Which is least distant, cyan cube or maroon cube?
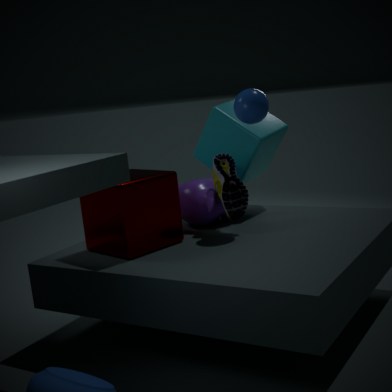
maroon cube
